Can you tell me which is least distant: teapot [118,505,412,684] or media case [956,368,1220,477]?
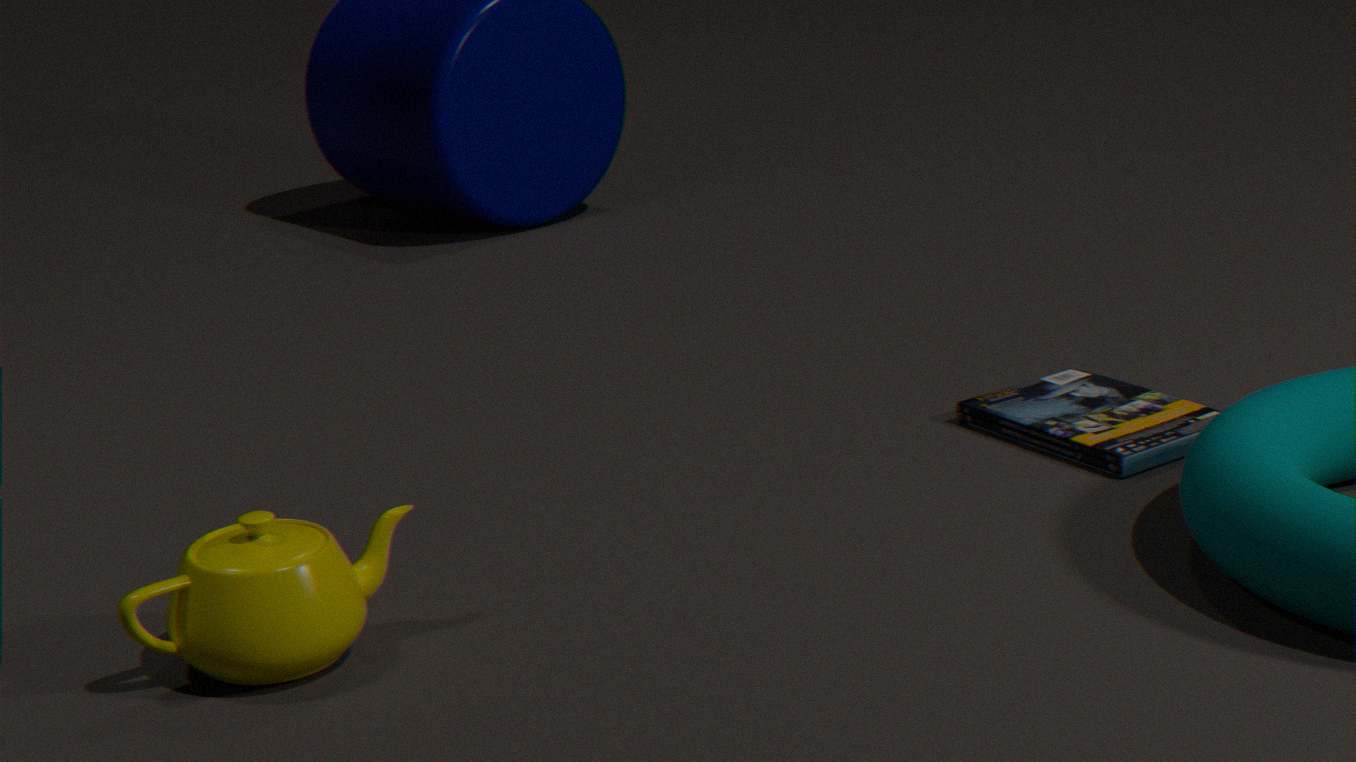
teapot [118,505,412,684]
